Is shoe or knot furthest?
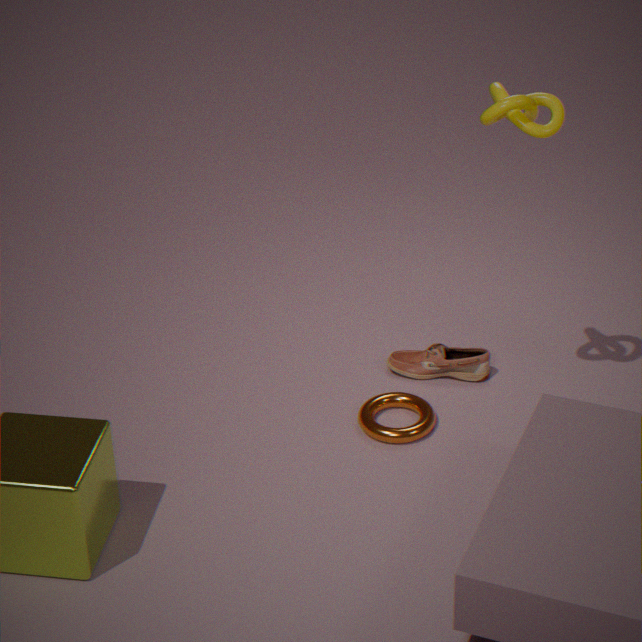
shoe
